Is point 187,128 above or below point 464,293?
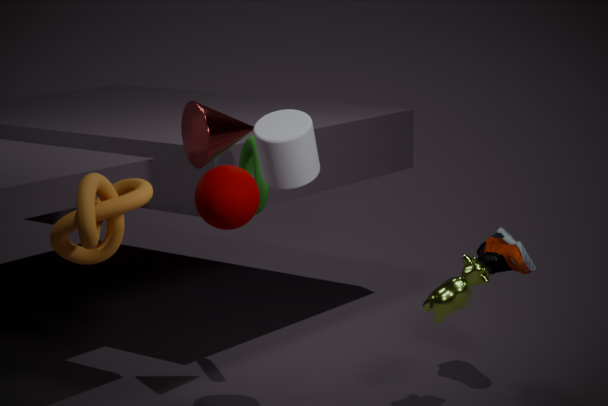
above
